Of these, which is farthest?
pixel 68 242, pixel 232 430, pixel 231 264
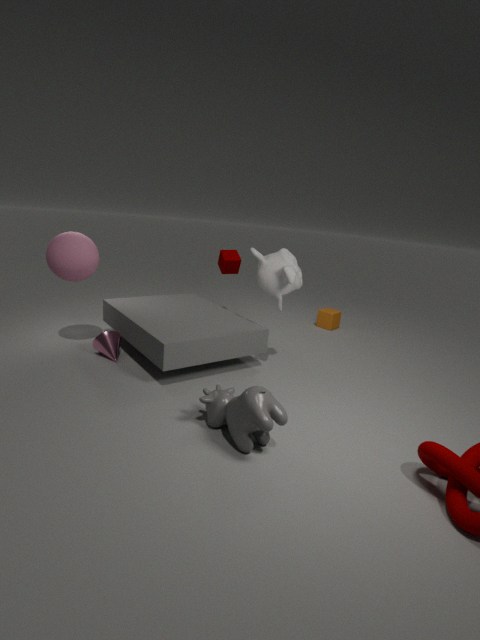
pixel 231 264
